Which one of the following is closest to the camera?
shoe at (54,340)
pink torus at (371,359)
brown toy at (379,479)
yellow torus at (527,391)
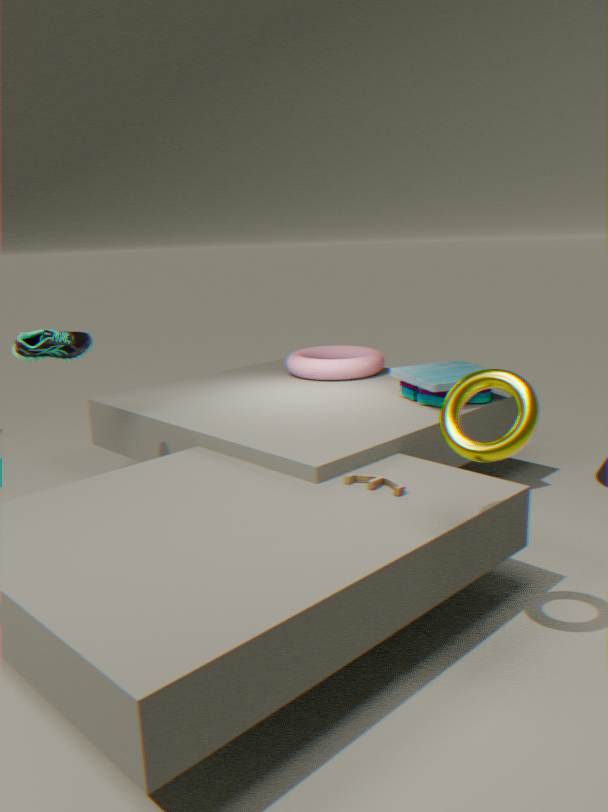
yellow torus at (527,391)
